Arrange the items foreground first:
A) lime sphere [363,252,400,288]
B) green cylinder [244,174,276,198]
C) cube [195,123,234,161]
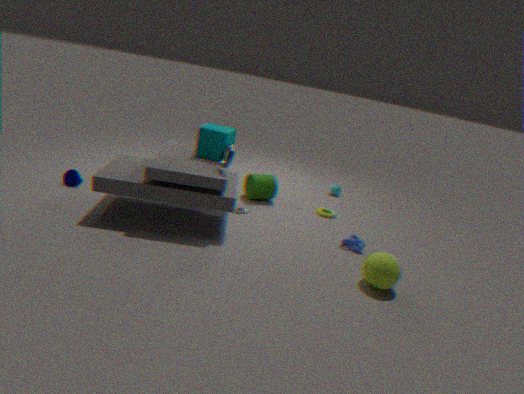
1. lime sphere [363,252,400,288]
2. cube [195,123,234,161]
3. green cylinder [244,174,276,198]
